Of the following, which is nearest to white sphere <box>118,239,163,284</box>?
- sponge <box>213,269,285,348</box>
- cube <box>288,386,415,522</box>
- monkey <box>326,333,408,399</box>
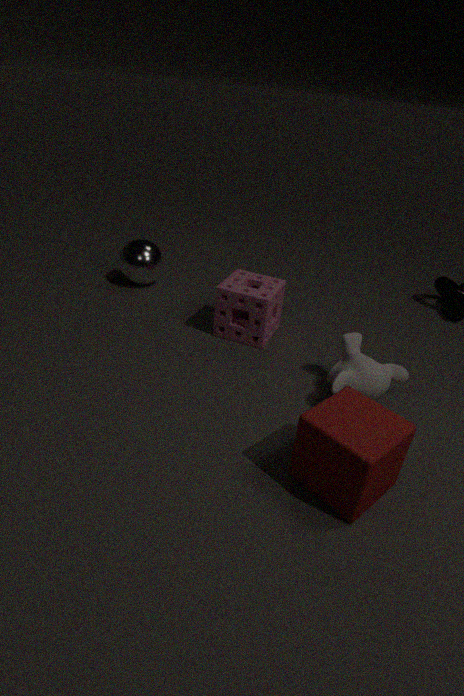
sponge <box>213,269,285,348</box>
